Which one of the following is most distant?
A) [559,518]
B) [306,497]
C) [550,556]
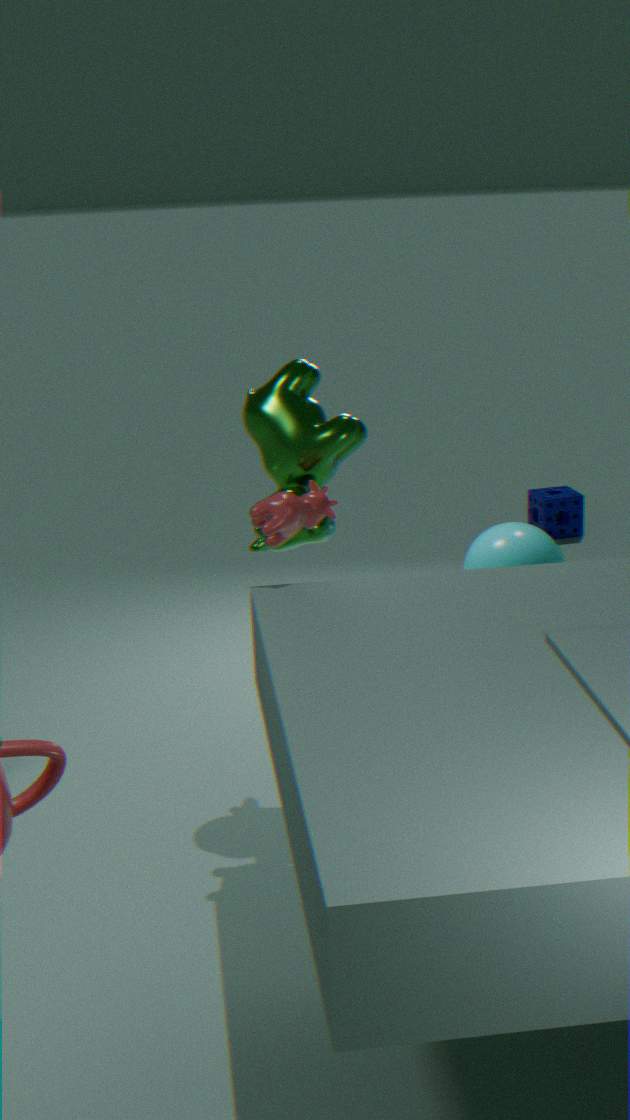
[559,518]
